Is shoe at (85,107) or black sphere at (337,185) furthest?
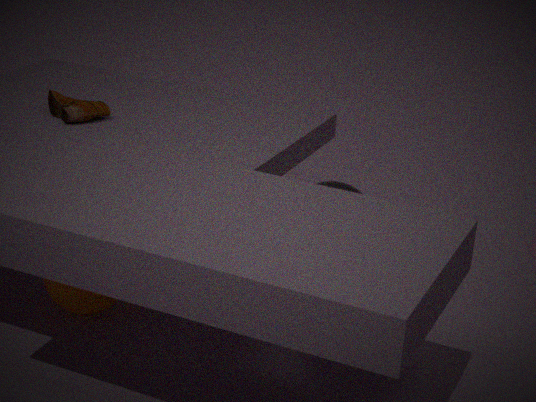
shoe at (85,107)
